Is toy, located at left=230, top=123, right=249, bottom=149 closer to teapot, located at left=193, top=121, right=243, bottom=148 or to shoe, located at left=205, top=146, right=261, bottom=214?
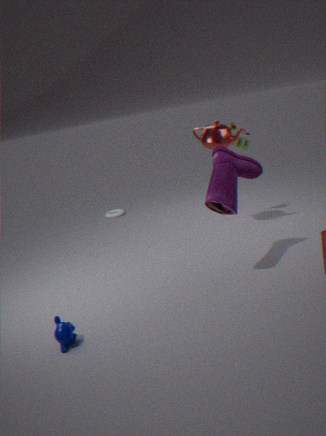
teapot, located at left=193, top=121, right=243, bottom=148
